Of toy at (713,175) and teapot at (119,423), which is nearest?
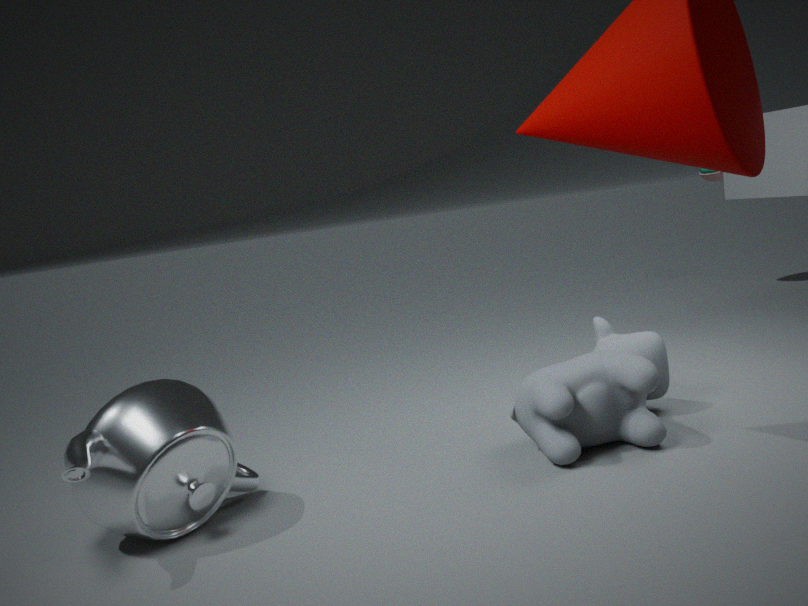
teapot at (119,423)
